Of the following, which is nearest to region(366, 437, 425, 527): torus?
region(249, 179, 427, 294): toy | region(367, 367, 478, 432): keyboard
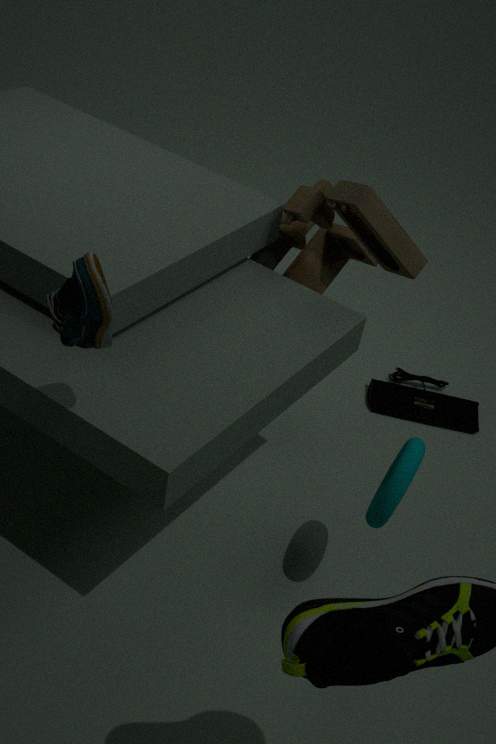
region(249, 179, 427, 294): toy
